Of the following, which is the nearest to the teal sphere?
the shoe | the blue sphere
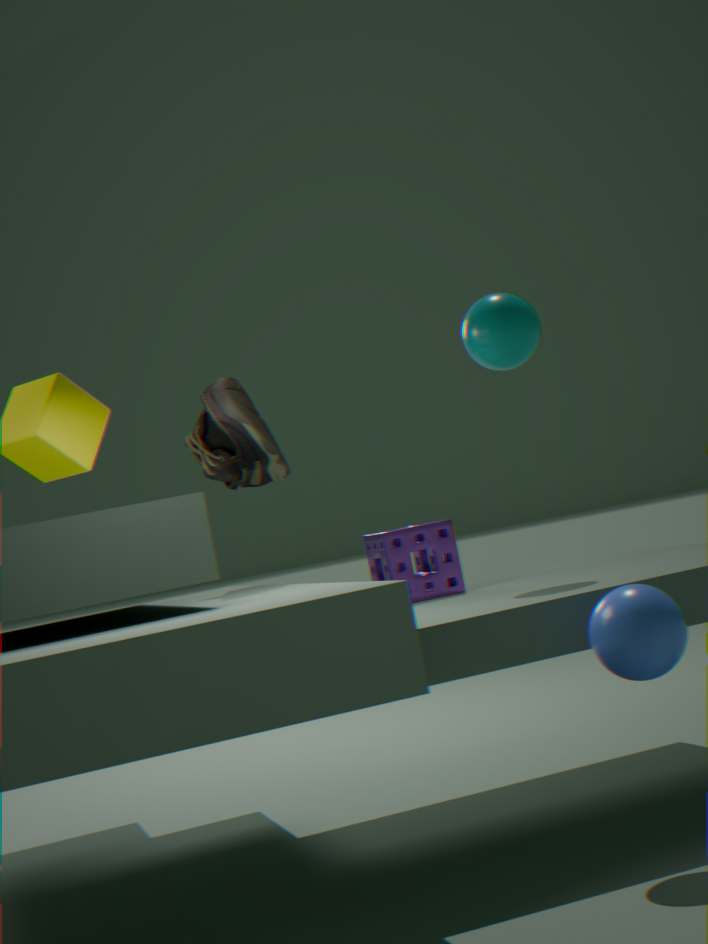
the shoe
